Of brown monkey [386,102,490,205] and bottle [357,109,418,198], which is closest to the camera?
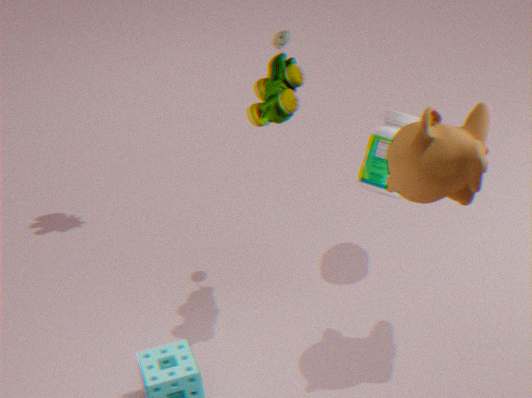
brown monkey [386,102,490,205]
